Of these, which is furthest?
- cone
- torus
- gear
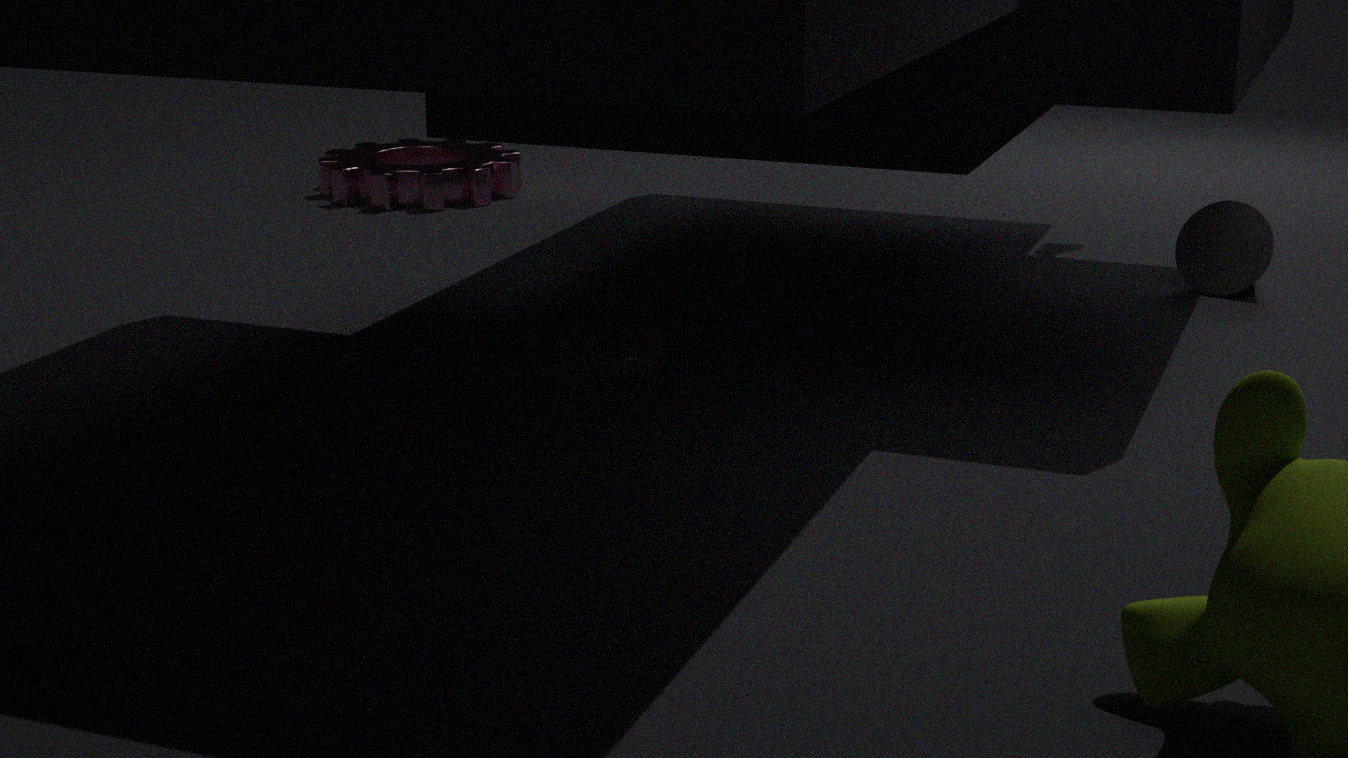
gear
